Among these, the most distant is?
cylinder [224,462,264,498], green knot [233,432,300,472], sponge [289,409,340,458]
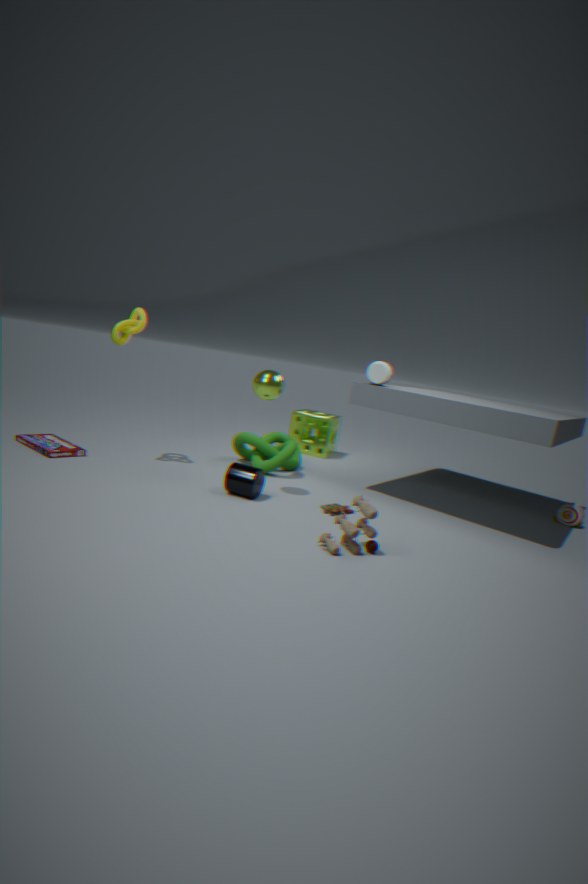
sponge [289,409,340,458]
